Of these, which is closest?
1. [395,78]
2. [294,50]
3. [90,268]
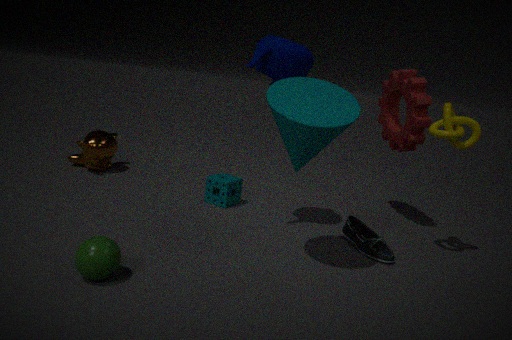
[90,268]
